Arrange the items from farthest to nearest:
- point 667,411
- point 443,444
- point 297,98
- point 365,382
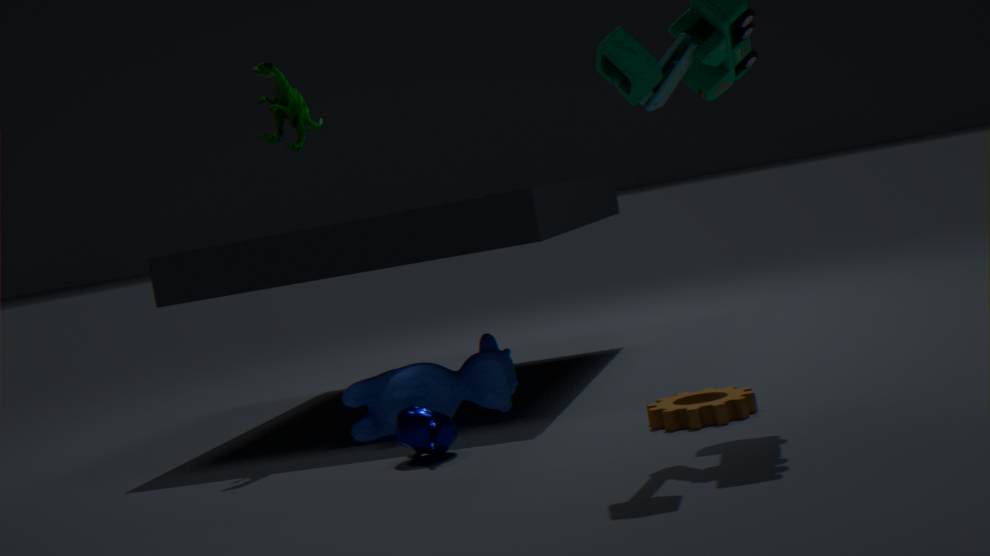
1. point 297,98
2. point 365,382
3. point 443,444
4. point 667,411
